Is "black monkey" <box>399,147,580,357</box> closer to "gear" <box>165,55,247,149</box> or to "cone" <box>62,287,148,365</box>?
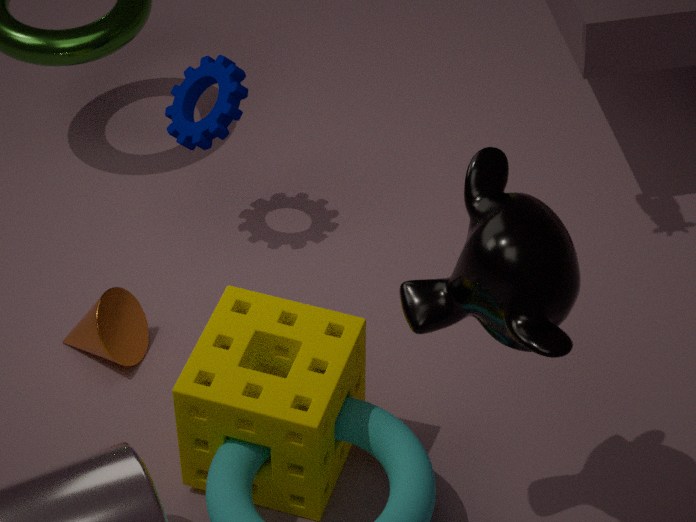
"cone" <box>62,287,148,365</box>
